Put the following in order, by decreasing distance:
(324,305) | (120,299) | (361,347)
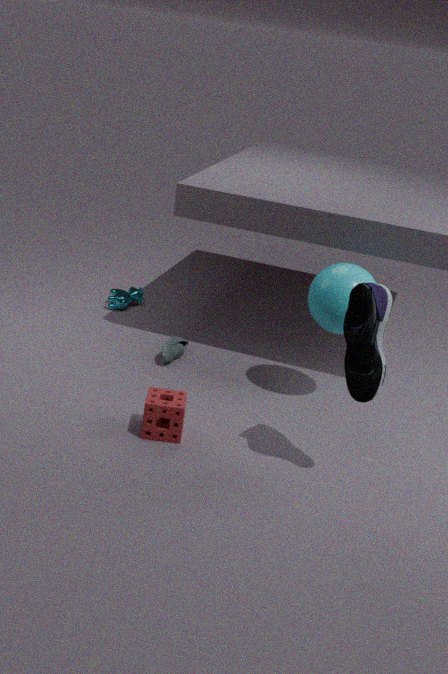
(120,299) < (324,305) < (361,347)
